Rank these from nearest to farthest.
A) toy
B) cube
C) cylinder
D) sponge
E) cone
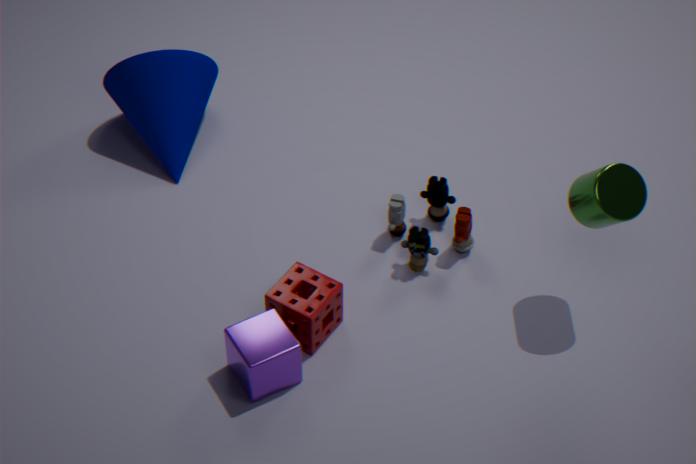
cylinder < cube < sponge < toy < cone
